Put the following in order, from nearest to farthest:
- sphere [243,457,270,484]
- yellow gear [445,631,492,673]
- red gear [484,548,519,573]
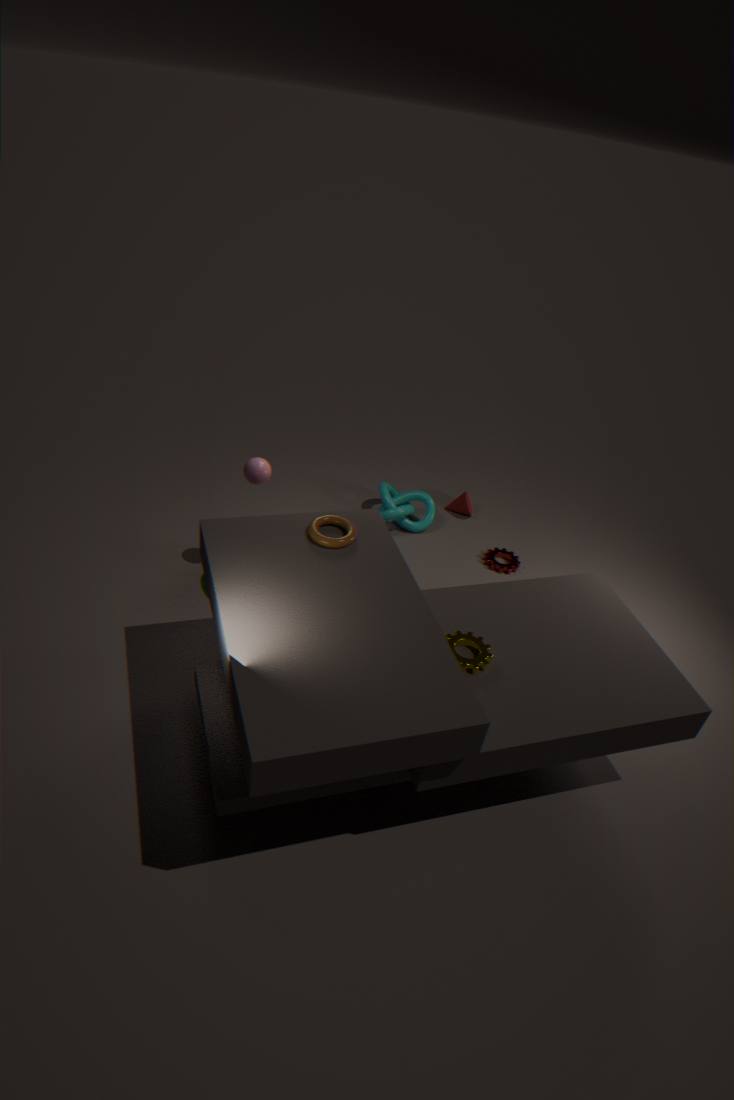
yellow gear [445,631,492,673] < sphere [243,457,270,484] < red gear [484,548,519,573]
